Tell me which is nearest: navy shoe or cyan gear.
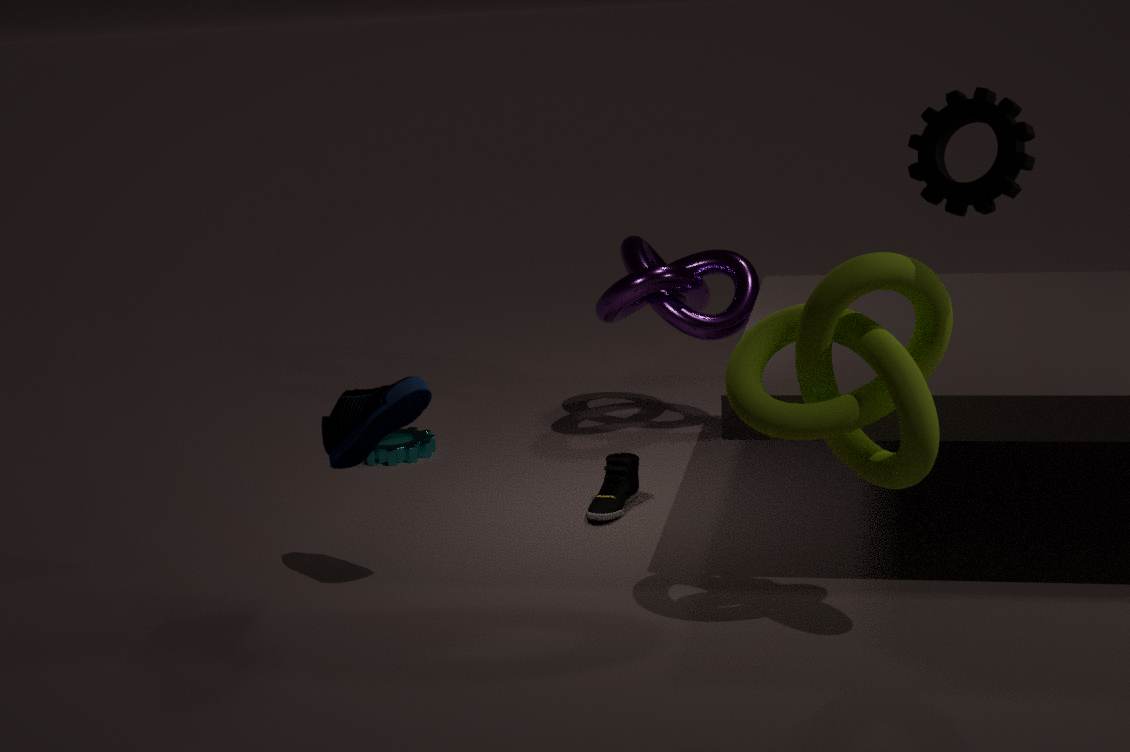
navy shoe
